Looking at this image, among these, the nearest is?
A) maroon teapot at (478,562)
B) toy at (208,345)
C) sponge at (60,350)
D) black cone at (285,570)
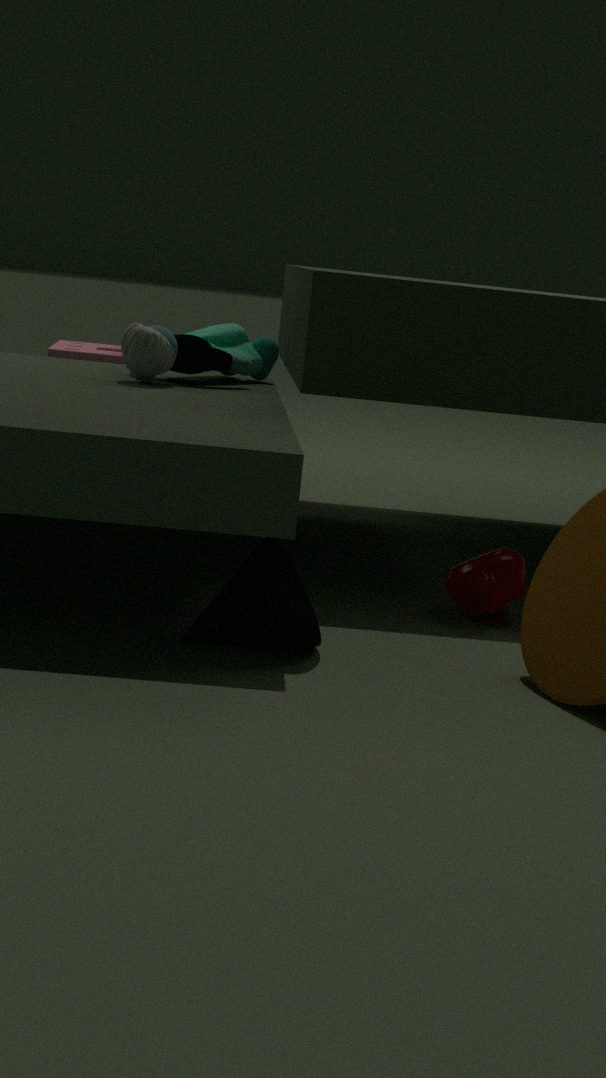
black cone at (285,570)
